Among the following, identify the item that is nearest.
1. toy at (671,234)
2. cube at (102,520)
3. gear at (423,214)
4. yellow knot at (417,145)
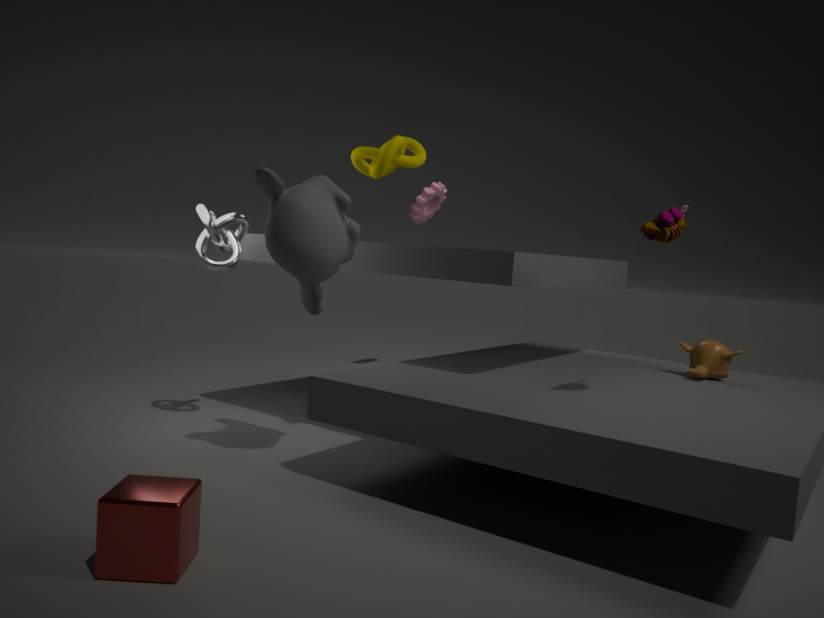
cube at (102,520)
